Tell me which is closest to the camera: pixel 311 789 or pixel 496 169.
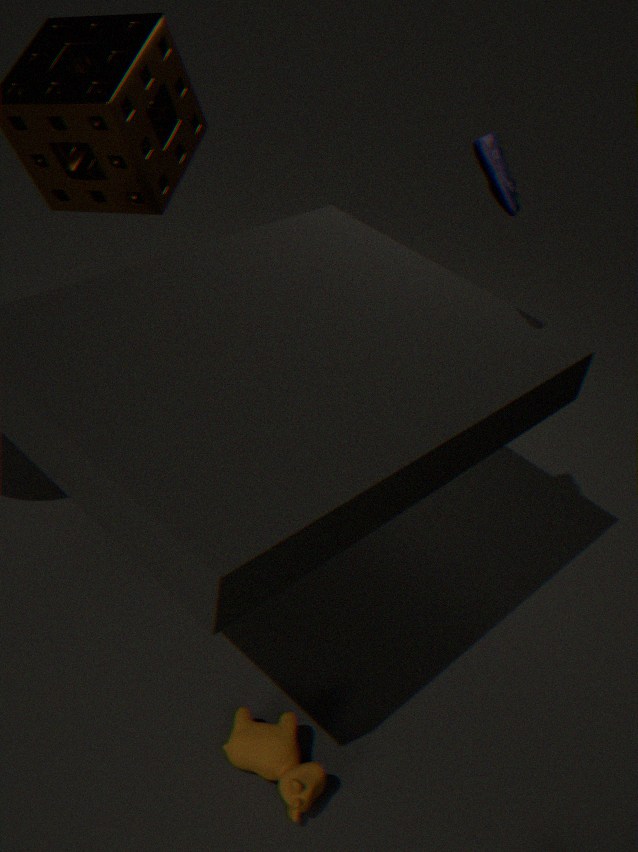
pixel 496 169
